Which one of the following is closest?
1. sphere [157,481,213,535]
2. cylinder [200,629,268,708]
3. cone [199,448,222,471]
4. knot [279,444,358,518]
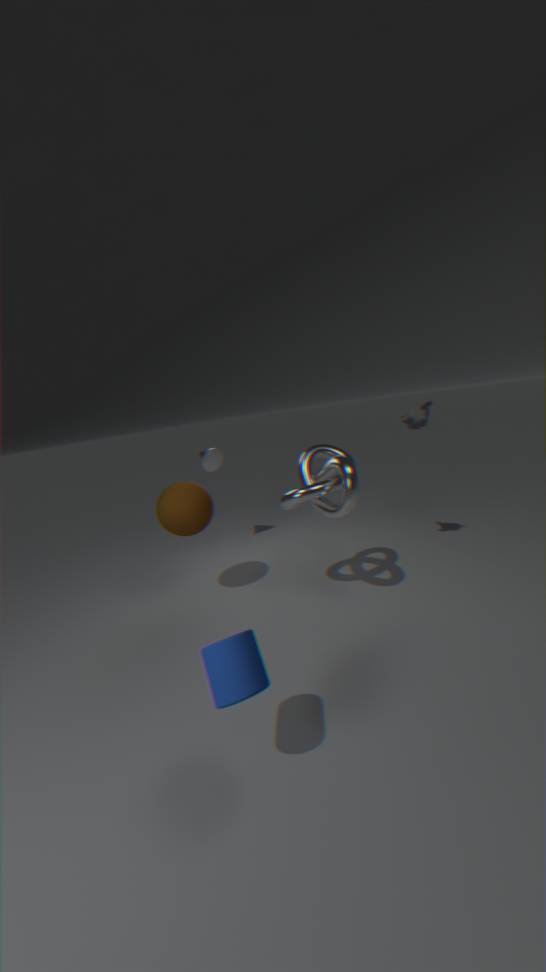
cylinder [200,629,268,708]
